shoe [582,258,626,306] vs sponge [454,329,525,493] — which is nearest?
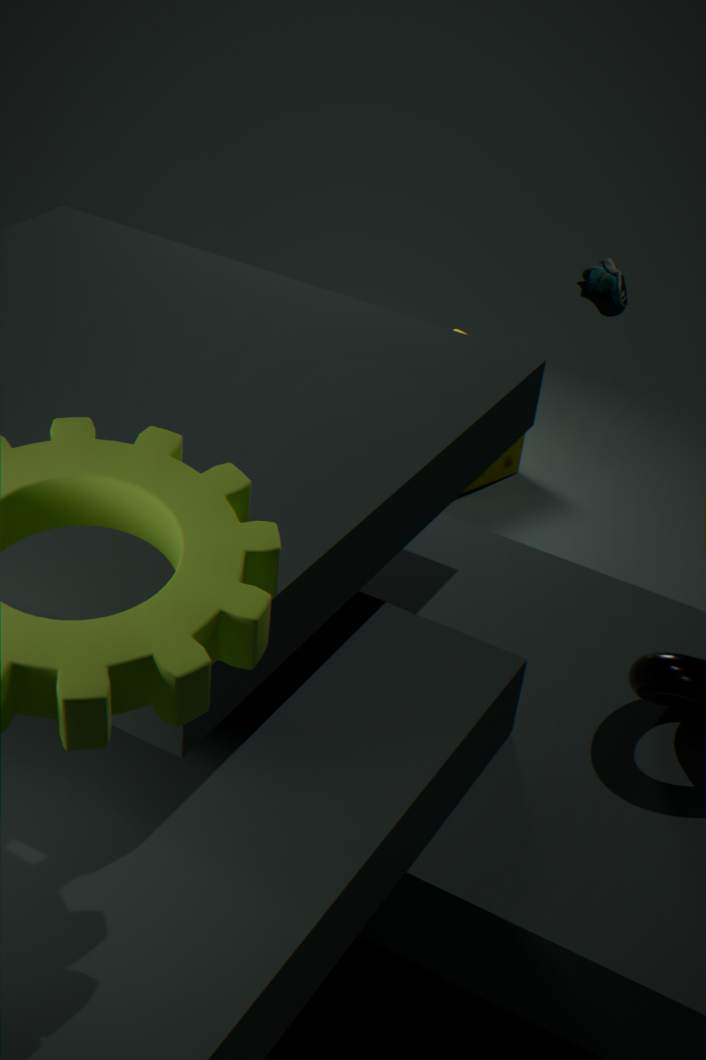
sponge [454,329,525,493]
